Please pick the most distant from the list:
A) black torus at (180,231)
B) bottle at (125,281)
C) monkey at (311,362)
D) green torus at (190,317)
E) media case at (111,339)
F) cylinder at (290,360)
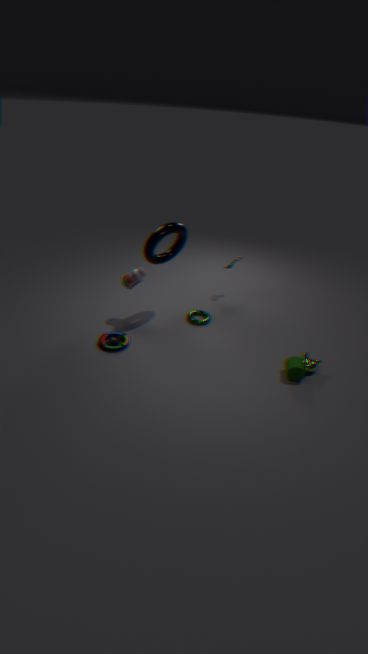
green torus at (190,317)
